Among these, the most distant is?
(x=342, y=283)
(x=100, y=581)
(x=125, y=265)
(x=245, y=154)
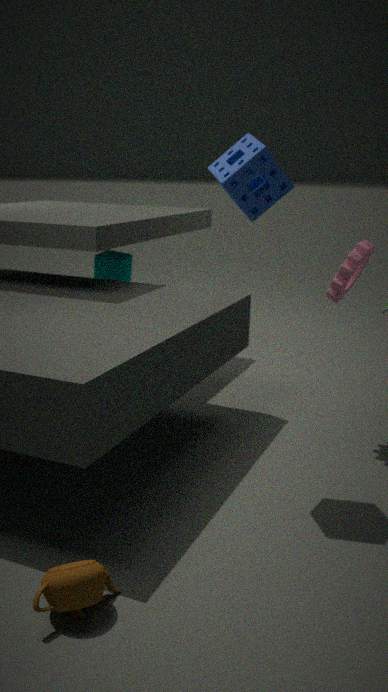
(x=125, y=265)
